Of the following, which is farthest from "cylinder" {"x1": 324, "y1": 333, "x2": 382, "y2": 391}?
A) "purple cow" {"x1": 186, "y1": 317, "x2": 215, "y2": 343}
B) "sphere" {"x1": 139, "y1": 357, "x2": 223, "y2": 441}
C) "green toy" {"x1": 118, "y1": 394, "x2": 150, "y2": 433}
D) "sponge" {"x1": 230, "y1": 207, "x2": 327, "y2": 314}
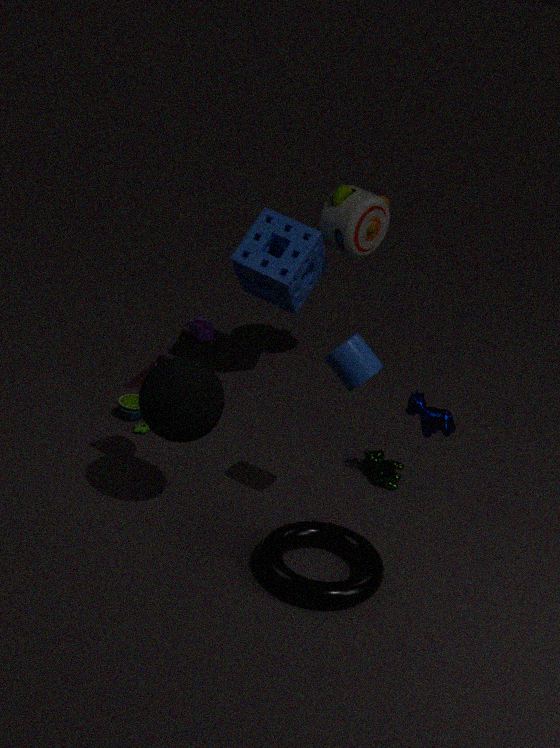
"purple cow" {"x1": 186, "y1": 317, "x2": 215, "y2": 343}
